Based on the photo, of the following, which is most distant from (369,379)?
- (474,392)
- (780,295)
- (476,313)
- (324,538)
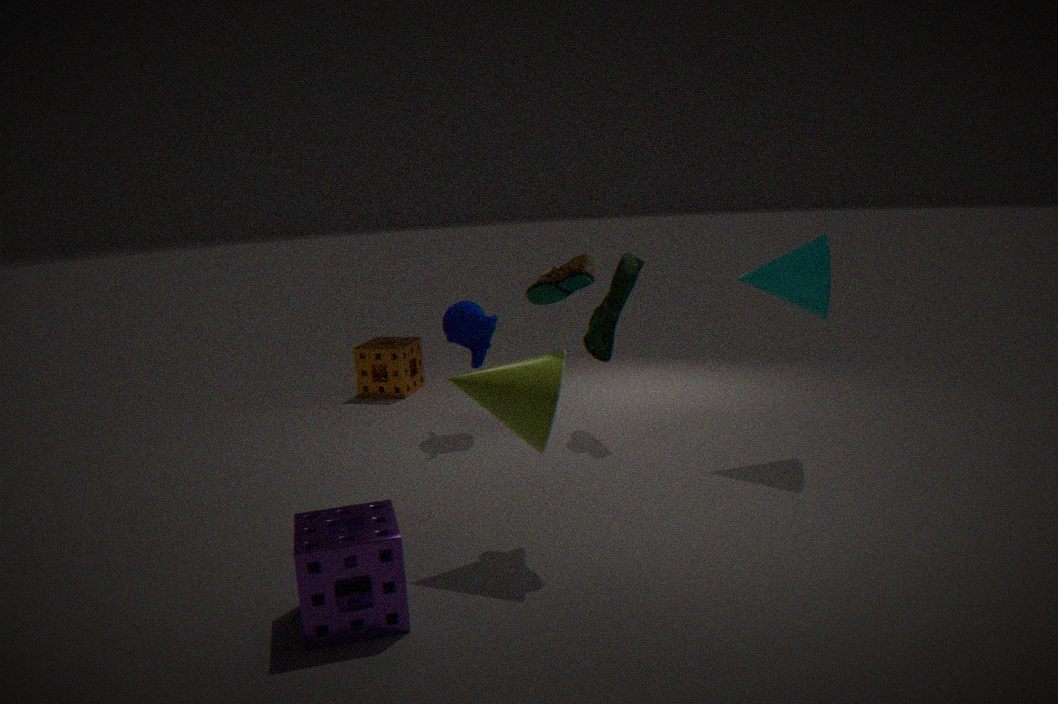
(324,538)
